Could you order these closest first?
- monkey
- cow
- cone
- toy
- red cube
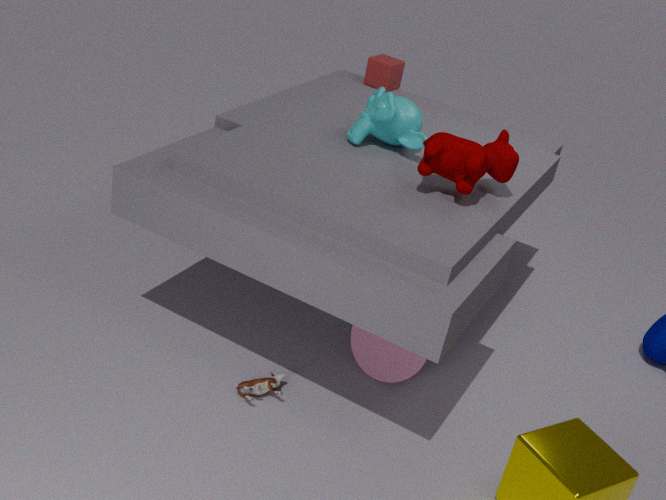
cow → toy → cone → monkey → red cube
